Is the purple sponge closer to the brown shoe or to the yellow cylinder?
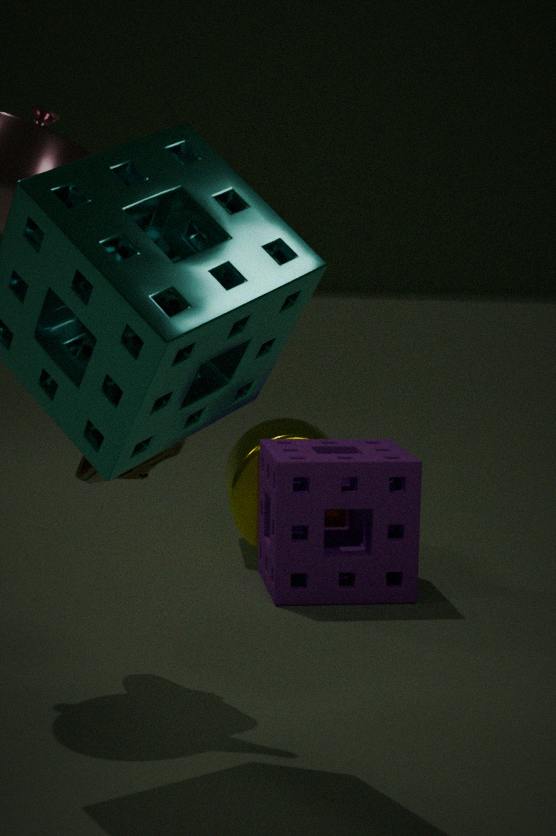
the yellow cylinder
